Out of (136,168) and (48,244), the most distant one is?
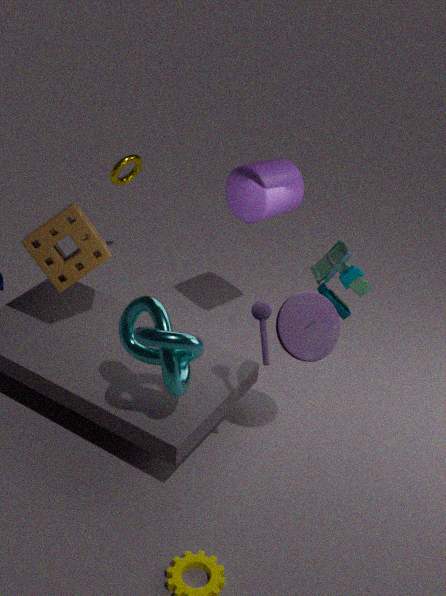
(136,168)
